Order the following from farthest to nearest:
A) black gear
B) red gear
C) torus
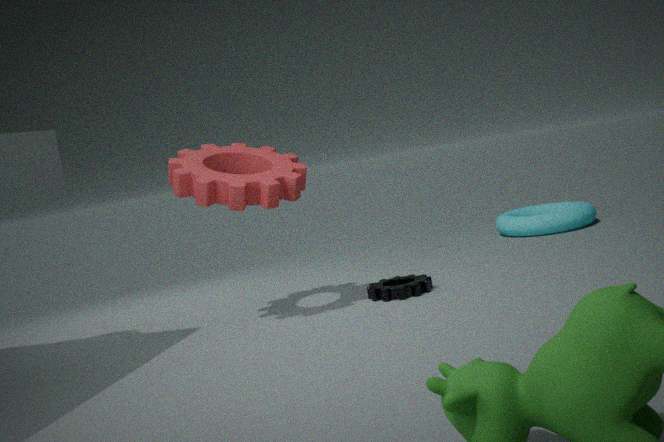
torus → black gear → red gear
